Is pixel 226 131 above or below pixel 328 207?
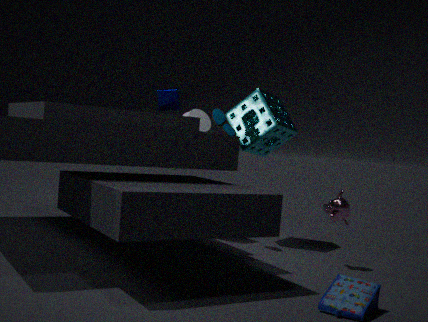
above
